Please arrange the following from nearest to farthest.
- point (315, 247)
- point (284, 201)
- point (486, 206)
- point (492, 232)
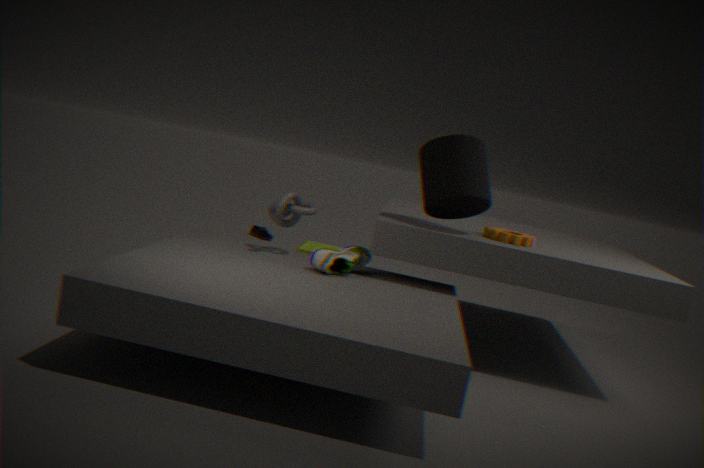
1. point (284, 201)
2. point (486, 206)
3. point (492, 232)
4. point (315, 247)
